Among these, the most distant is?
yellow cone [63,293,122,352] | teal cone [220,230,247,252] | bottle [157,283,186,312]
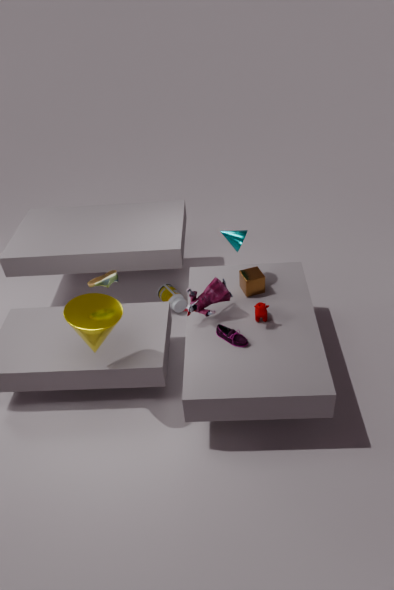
bottle [157,283,186,312]
